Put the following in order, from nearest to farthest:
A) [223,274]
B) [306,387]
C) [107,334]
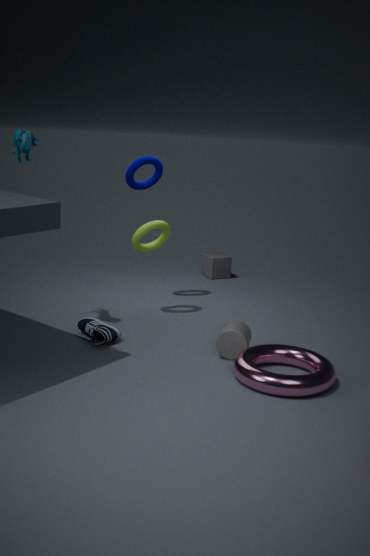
[306,387], [107,334], [223,274]
